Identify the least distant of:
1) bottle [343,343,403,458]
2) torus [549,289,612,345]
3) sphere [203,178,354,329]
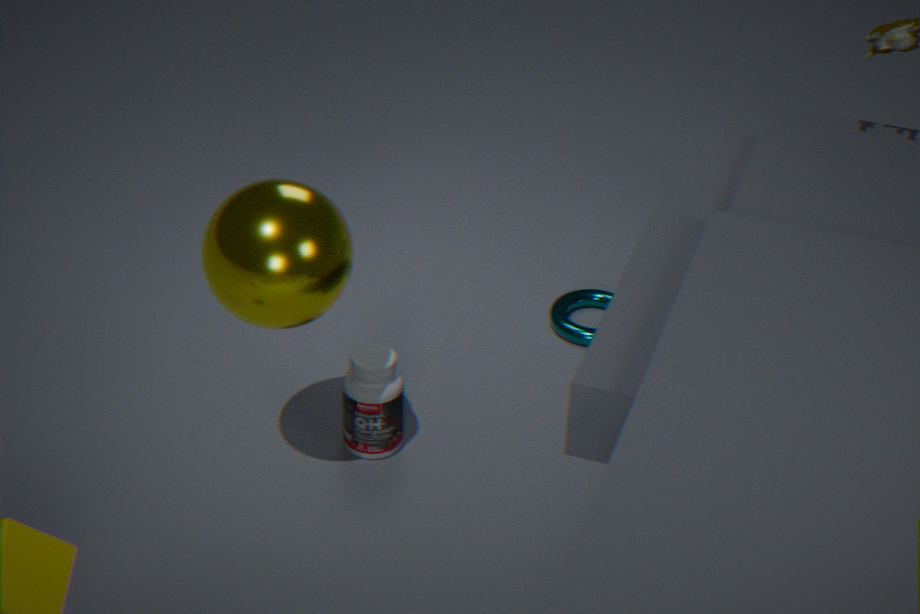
3. sphere [203,178,354,329]
